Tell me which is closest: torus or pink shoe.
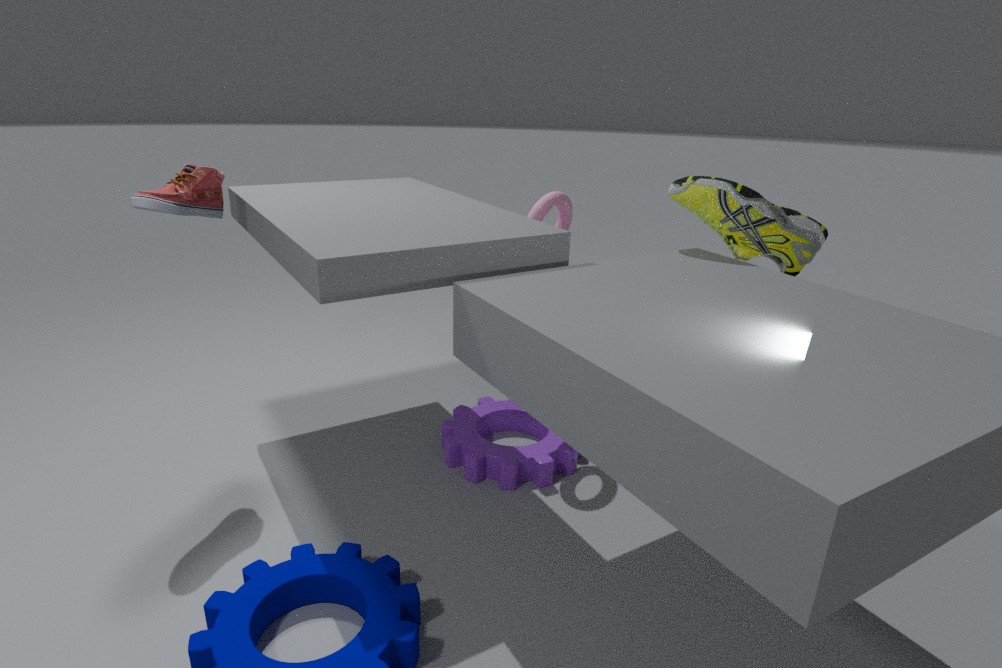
pink shoe
